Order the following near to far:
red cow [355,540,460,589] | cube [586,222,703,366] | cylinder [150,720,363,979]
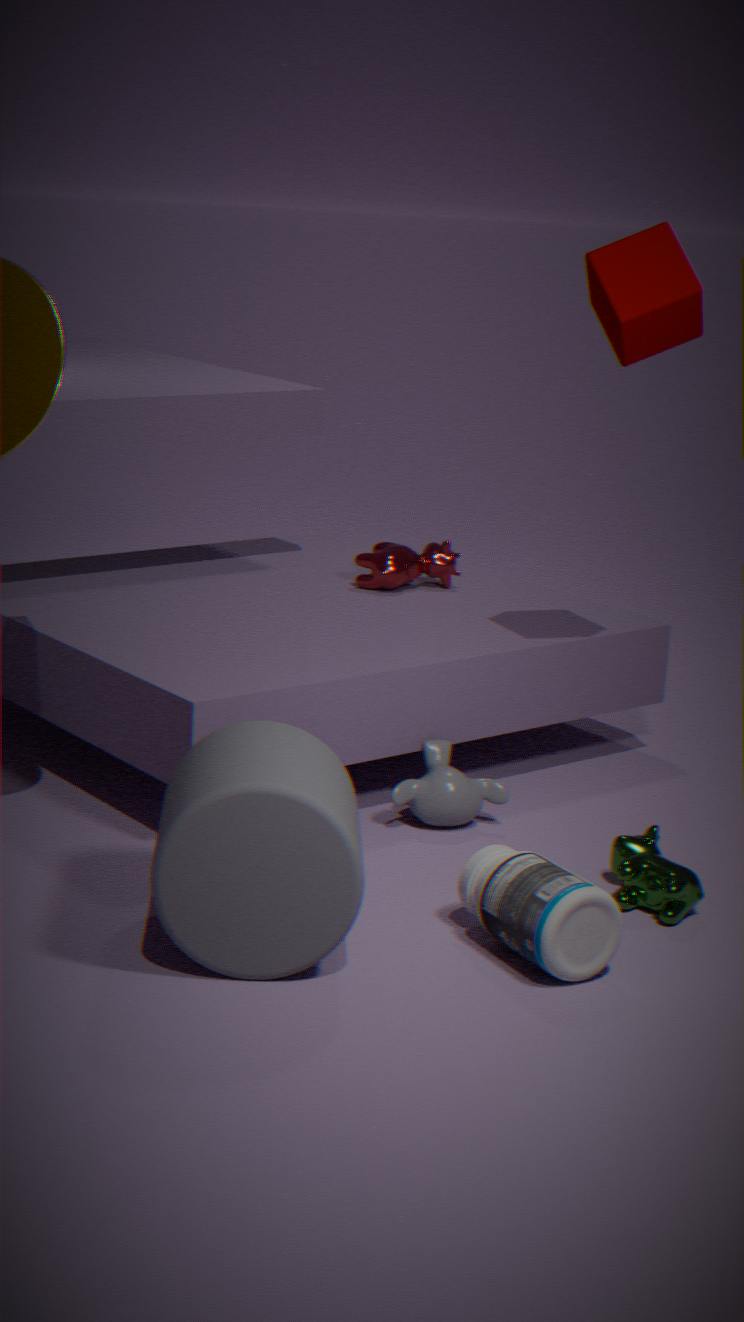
cylinder [150,720,363,979], cube [586,222,703,366], red cow [355,540,460,589]
